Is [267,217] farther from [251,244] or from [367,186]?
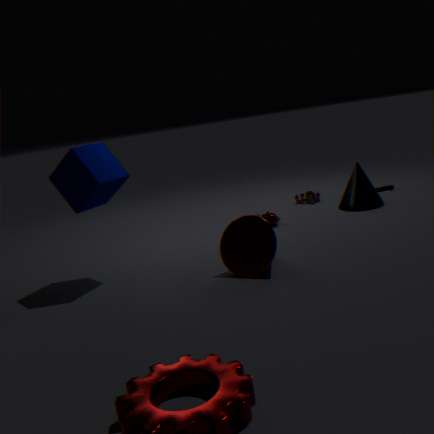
[251,244]
